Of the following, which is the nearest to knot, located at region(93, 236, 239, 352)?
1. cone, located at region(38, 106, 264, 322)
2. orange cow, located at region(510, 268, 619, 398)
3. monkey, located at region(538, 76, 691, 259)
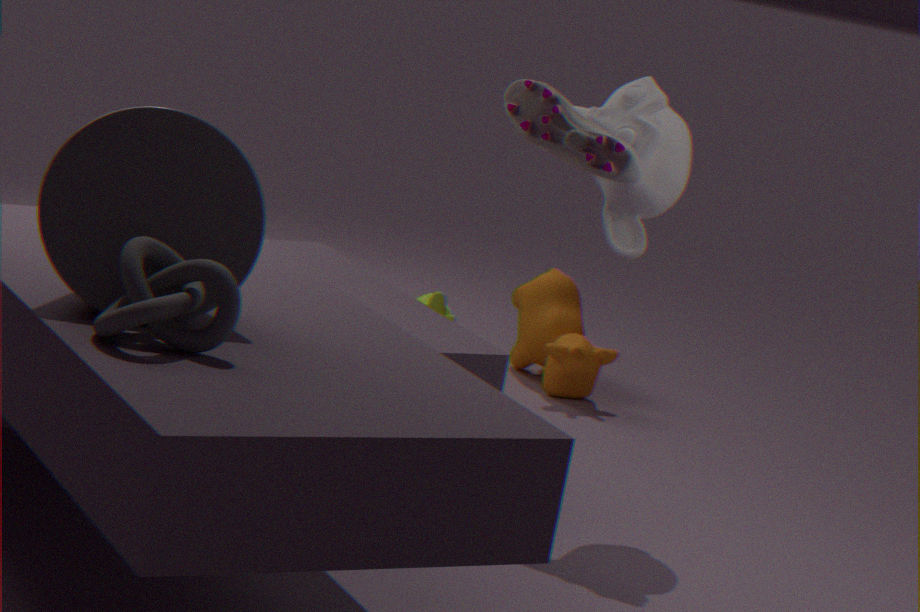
cone, located at region(38, 106, 264, 322)
